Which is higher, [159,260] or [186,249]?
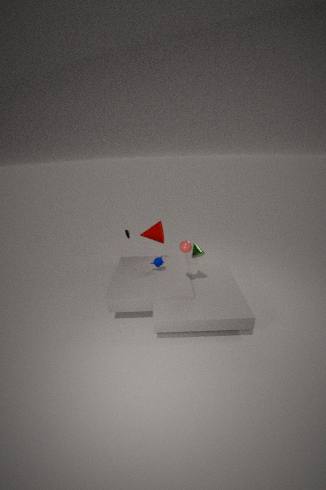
[186,249]
